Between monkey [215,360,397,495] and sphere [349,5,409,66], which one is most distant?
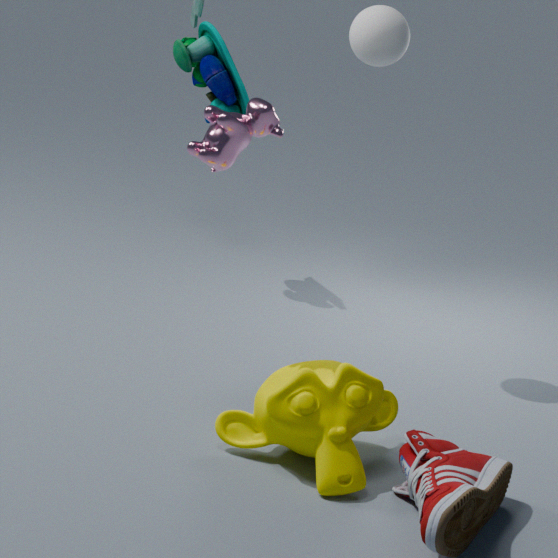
sphere [349,5,409,66]
